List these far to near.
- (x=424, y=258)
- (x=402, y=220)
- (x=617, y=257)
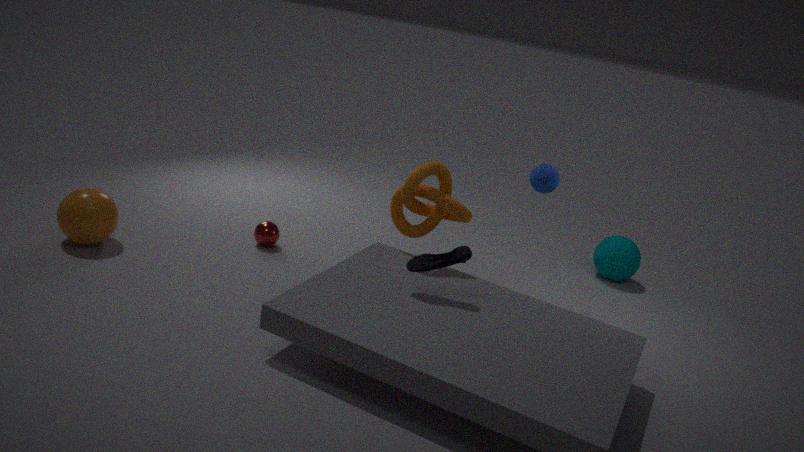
(x=617, y=257) → (x=402, y=220) → (x=424, y=258)
